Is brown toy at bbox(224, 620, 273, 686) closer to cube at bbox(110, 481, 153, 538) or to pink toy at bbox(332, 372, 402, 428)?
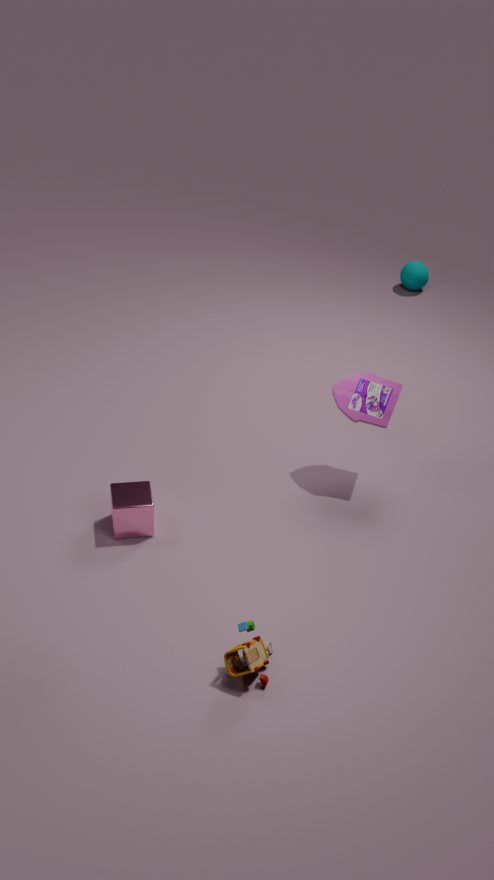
cube at bbox(110, 481, 153, 538)
